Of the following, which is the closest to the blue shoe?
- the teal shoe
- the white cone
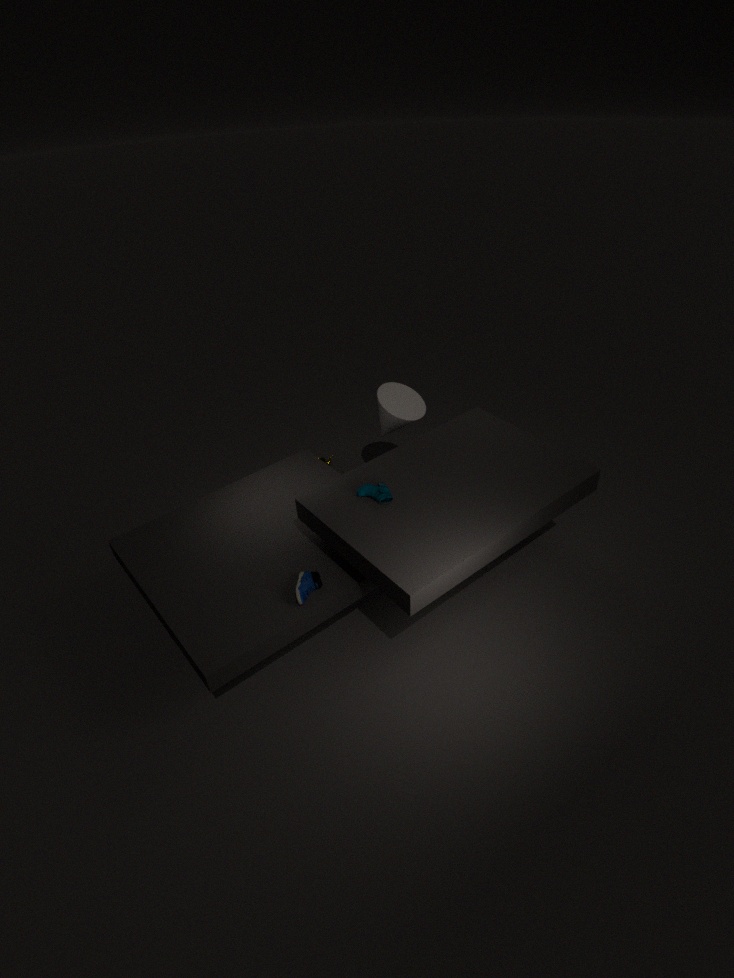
the teal shoe
